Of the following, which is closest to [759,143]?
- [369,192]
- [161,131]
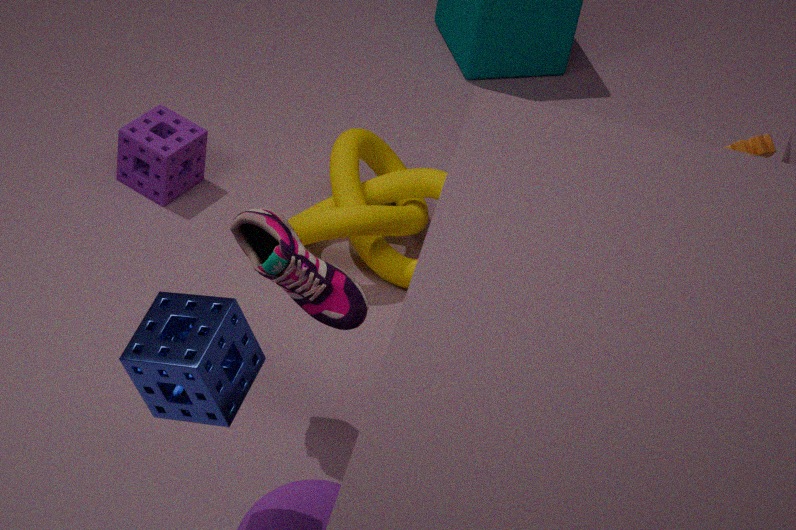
[369,192]
